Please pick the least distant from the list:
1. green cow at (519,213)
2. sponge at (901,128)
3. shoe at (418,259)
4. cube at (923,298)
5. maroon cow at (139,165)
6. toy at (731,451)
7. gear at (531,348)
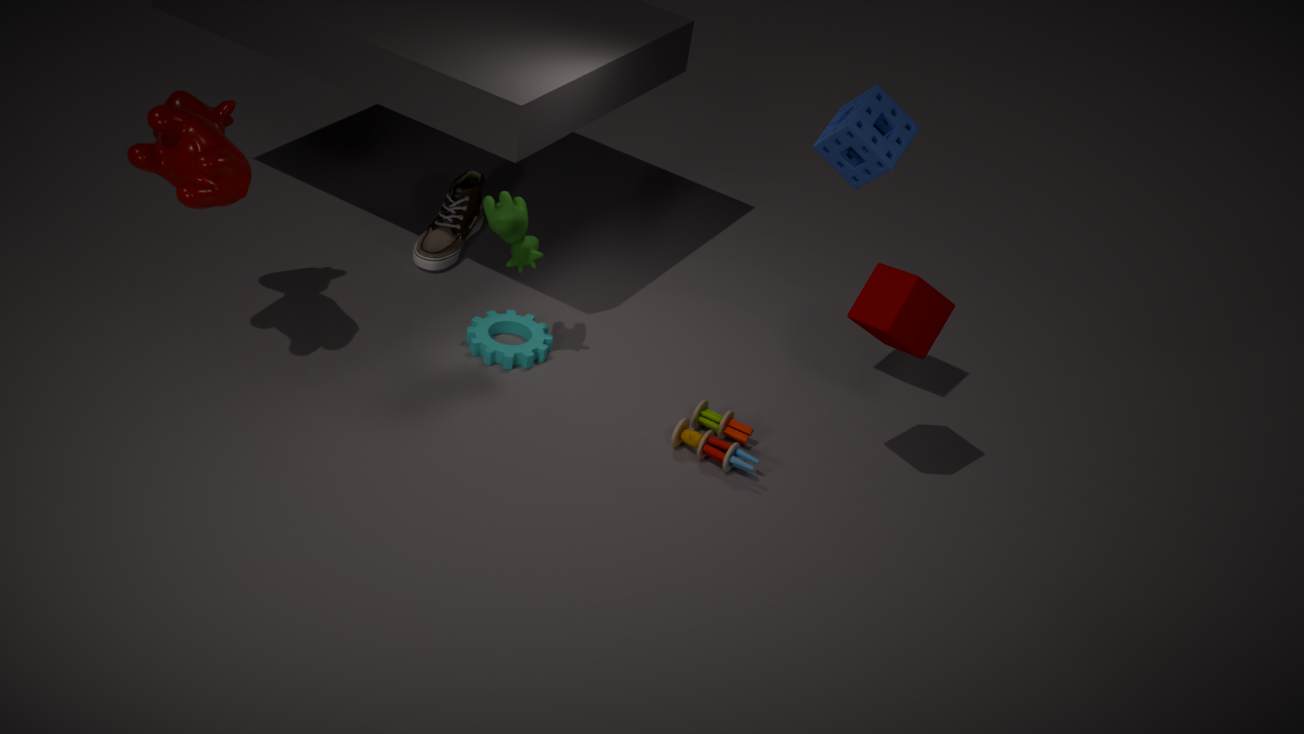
cube at (923,298)
